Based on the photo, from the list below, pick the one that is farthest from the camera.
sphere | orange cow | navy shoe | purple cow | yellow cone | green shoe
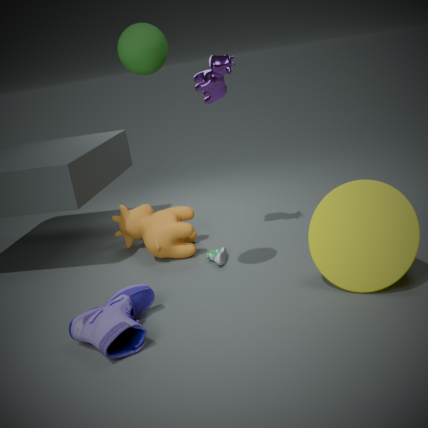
orange cow
